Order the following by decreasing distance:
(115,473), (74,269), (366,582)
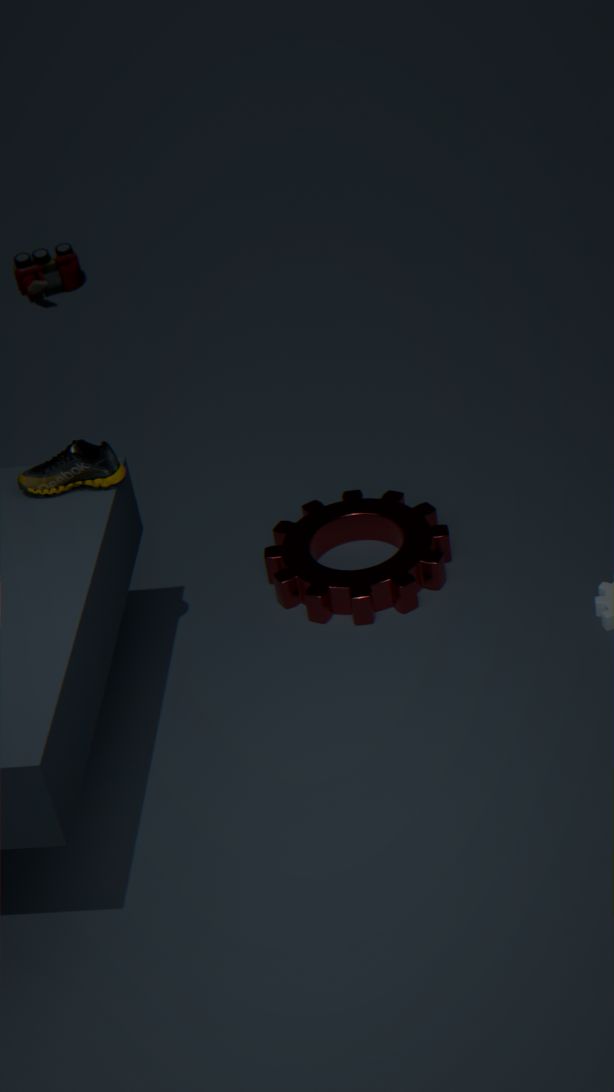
(74,269) < (366,582) < (115,473)
